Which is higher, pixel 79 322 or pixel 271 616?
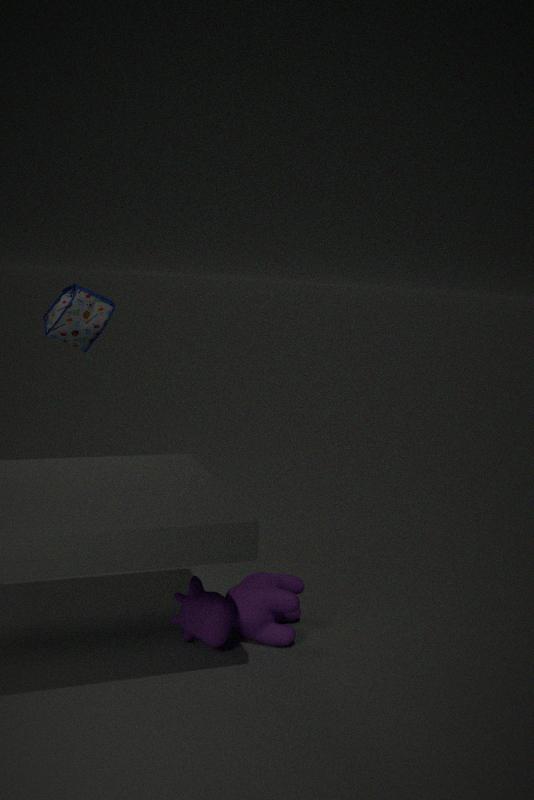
pixel 79 322
